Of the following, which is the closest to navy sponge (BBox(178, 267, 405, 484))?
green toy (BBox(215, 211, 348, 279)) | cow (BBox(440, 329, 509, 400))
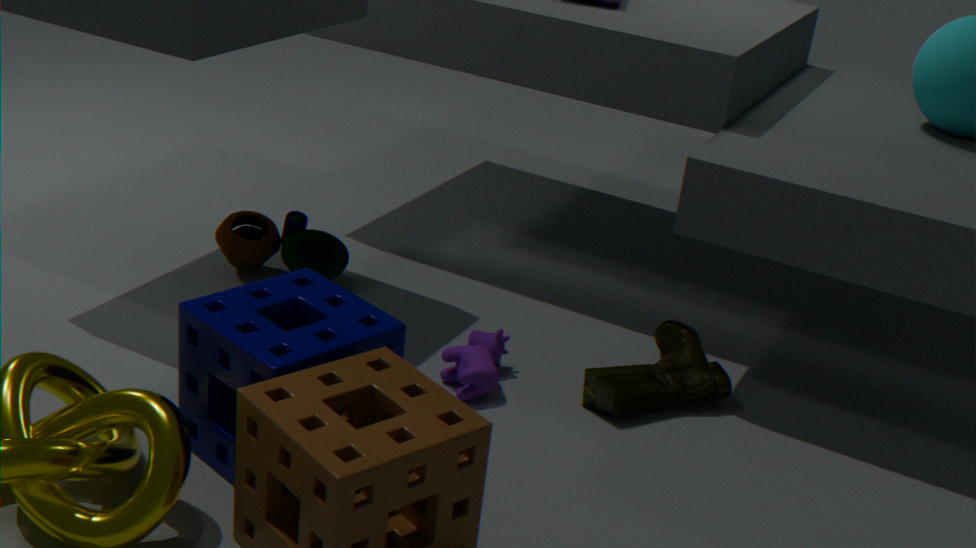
cow (BBox(440, 329, 509, 400))
